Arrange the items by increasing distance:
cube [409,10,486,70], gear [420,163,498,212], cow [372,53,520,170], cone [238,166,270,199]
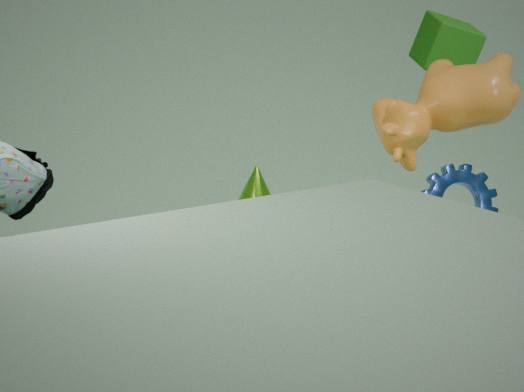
cow [372,53,520,170]
gear [420,163,498,212]
cube [409,10,486,70]
cone [238,166,270,199]
